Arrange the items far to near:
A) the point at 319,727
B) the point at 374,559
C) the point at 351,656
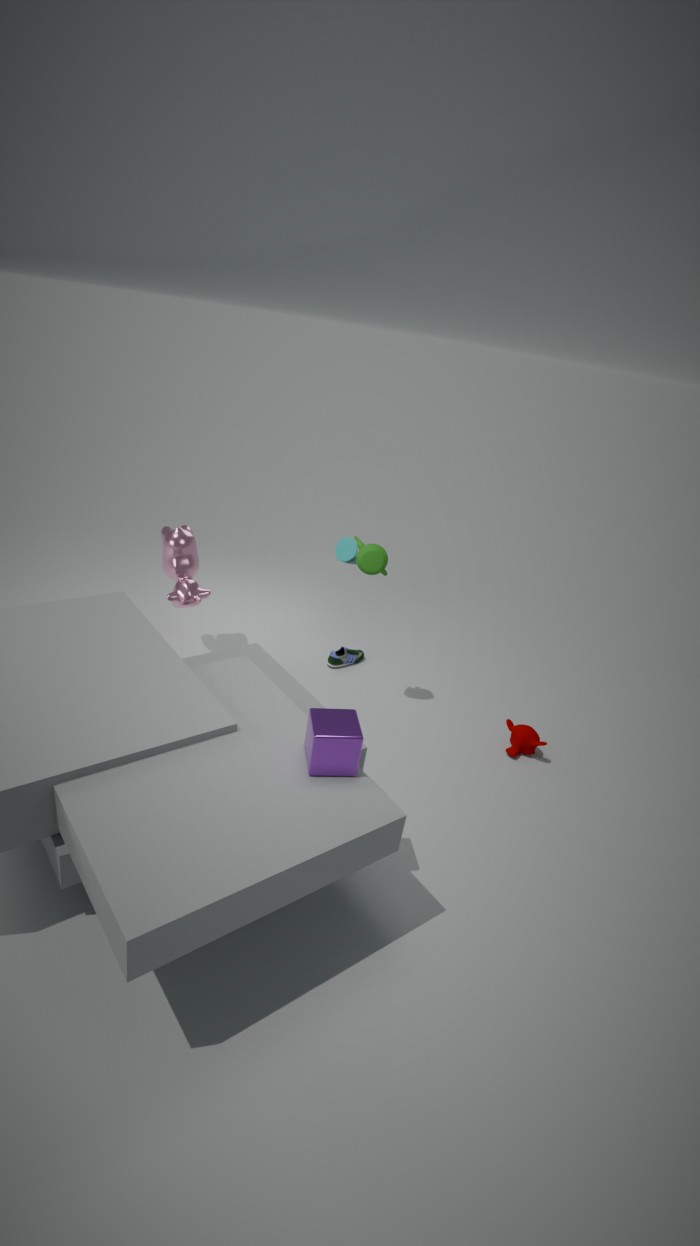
the point at 351,656
the point at 374,559
the point at 319,727
